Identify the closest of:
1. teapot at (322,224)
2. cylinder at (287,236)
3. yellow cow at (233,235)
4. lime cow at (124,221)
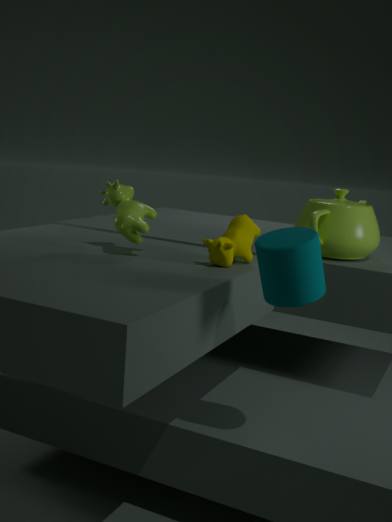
cylinder at (287,236)
